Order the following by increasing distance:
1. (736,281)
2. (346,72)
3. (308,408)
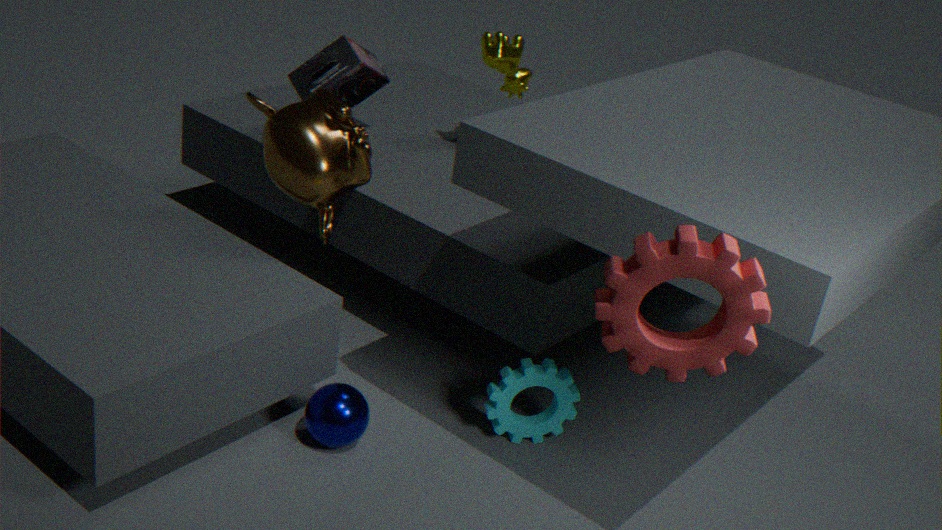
(736,281), (308,408), (346,72)
